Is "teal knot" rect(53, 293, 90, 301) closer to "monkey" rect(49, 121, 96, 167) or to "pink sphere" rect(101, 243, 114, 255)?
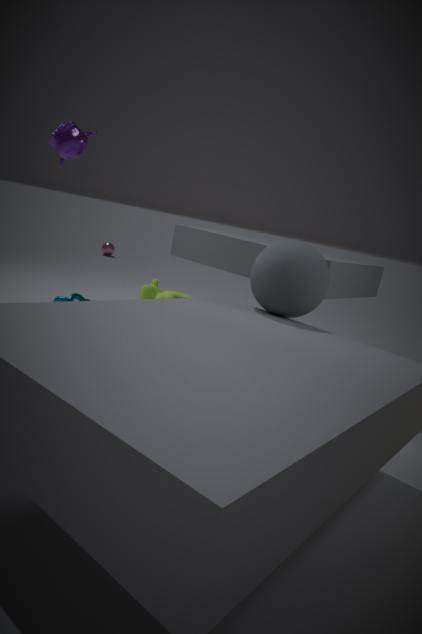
"monkey" rect(49, 121, 96, 167)
